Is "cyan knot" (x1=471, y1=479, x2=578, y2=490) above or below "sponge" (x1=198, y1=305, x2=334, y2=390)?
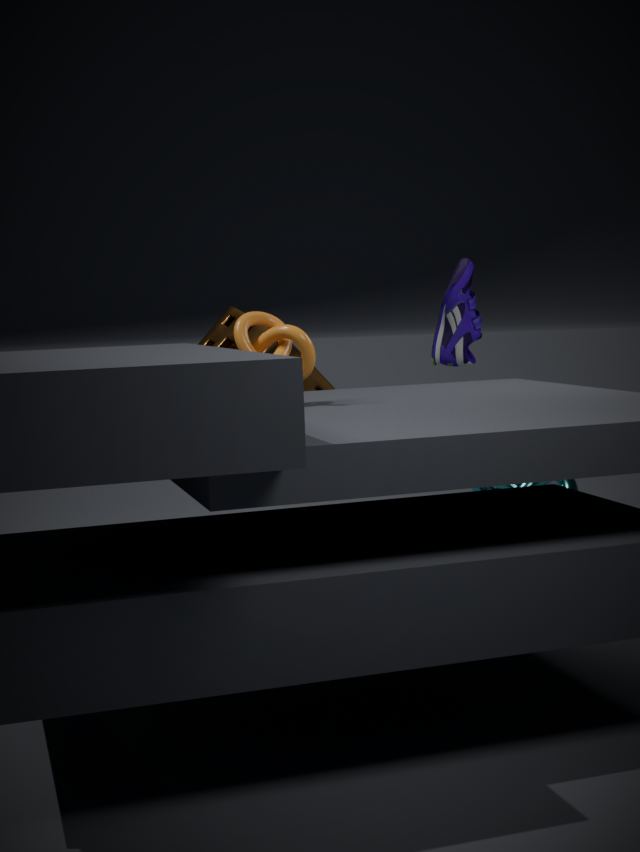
below
